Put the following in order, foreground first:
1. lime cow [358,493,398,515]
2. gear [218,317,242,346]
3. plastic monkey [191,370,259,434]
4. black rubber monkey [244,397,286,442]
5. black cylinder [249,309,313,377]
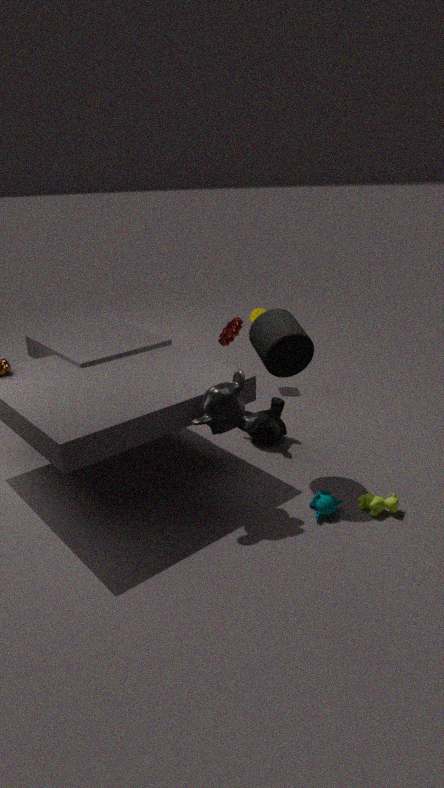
plastic monkey [191,370,259,434] < lime cow [358,493,398,515] < black cylinder [249,309,313,377] < black rubber monkey [244,397,286,442] < gear [218,317,242,346]
